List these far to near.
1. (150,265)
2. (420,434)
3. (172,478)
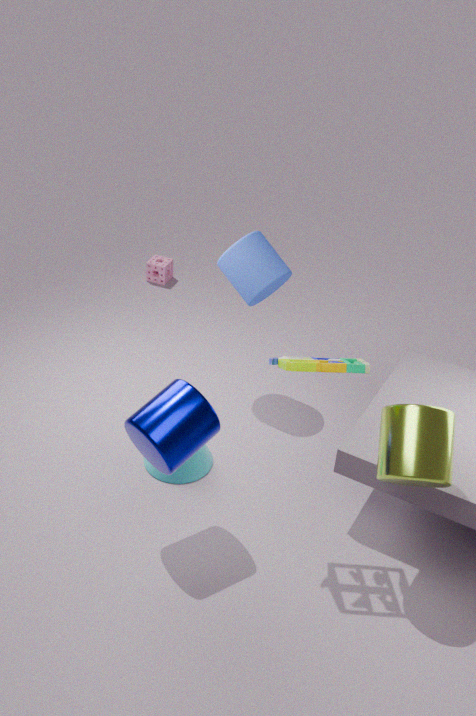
(150,265), (172,478), (420,434)
